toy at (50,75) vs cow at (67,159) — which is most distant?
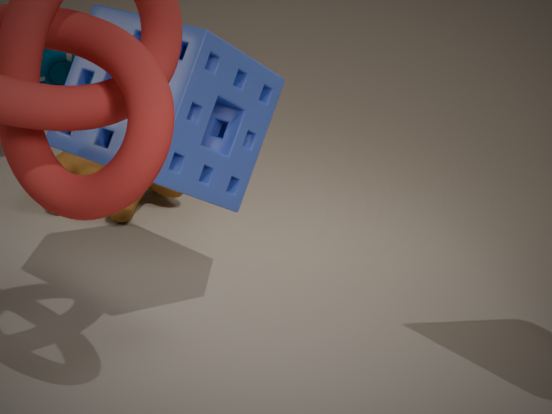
toy at (50,75)
